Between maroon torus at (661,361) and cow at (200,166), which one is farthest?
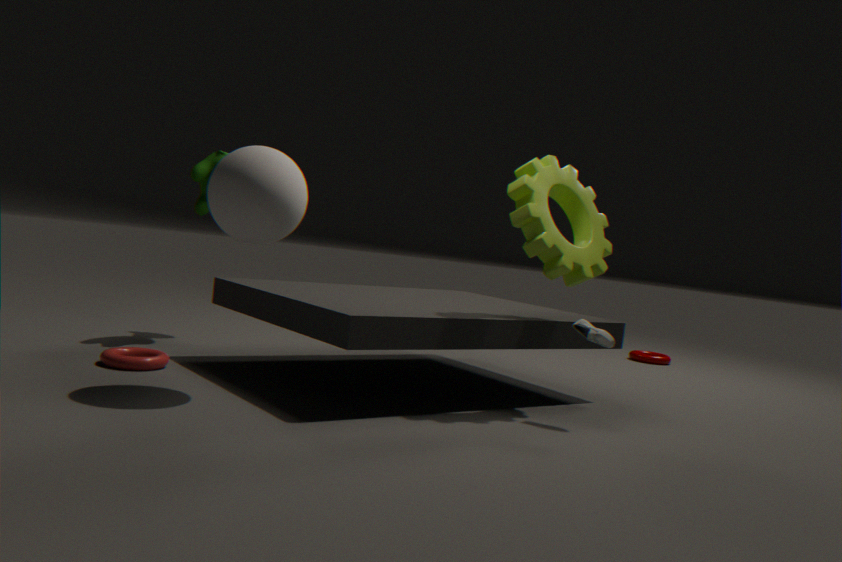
maroon torus at (661,361)
